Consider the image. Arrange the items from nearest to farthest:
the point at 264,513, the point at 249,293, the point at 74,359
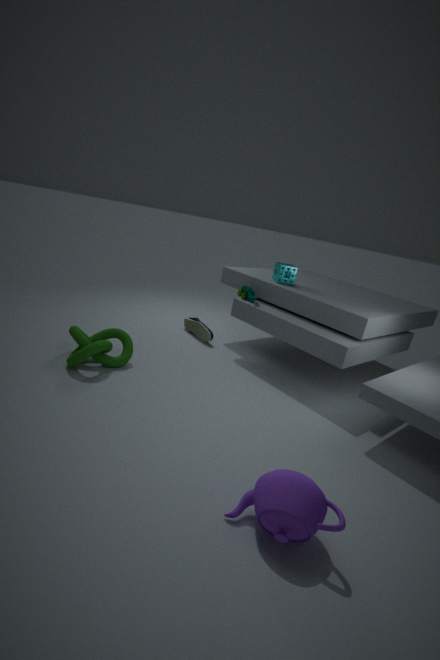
1. the point at 264,513
2. the point at 74,359
3. the point at 249,293
